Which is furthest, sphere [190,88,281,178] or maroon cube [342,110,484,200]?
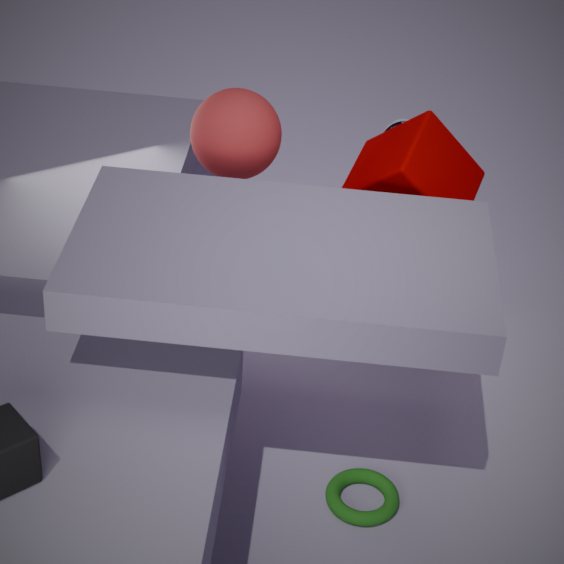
sphere [190,88,281,178]
